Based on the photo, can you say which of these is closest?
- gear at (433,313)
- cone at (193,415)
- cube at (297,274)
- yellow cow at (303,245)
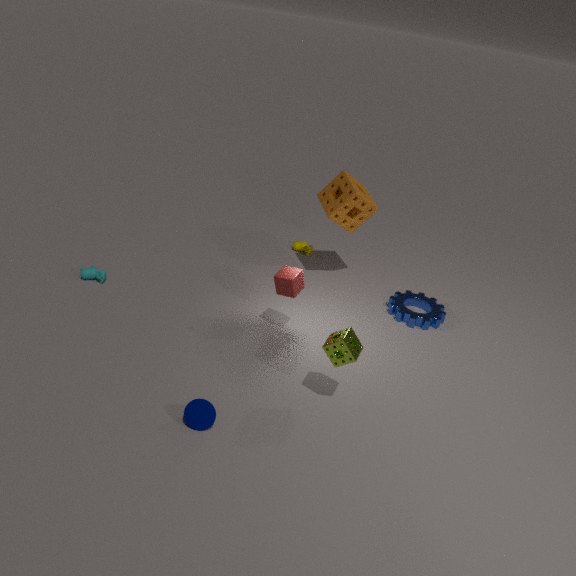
cone at (193,415)
